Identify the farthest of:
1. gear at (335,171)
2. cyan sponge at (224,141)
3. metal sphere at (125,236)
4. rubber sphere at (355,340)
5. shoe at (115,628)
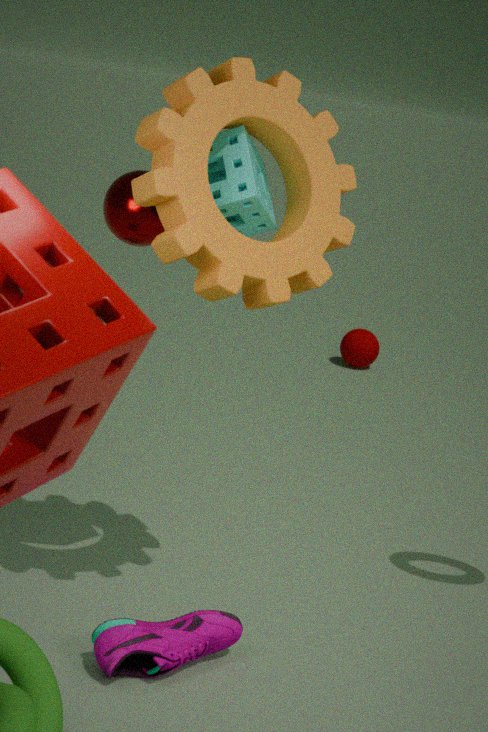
rubber sphere at (355,340)
